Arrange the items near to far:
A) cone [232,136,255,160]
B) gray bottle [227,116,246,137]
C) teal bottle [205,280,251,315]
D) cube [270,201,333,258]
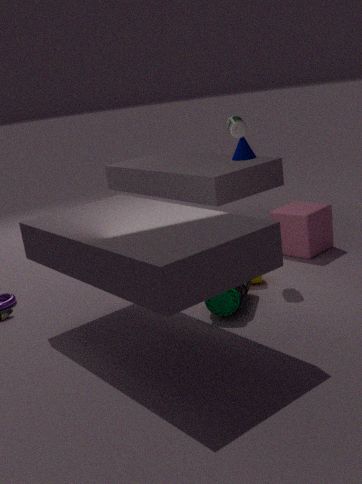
teal bottle [205,280,251,315]
gray bottle [227,116,246,137]
cube [270,201,333,258]
cone [232,136,255,160]
